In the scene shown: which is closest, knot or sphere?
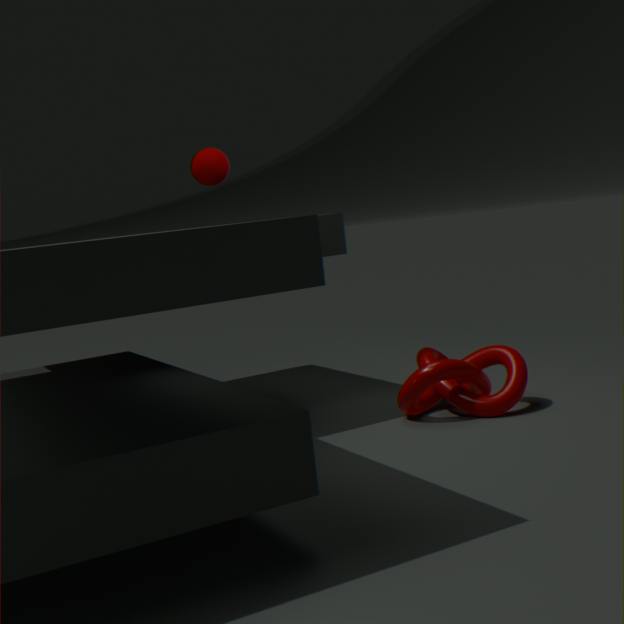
knot
